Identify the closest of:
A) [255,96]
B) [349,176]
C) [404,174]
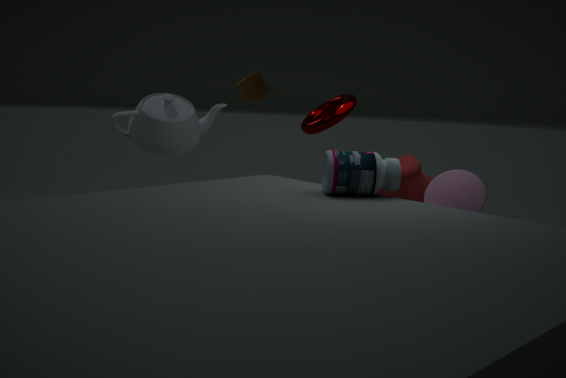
[349,176]
